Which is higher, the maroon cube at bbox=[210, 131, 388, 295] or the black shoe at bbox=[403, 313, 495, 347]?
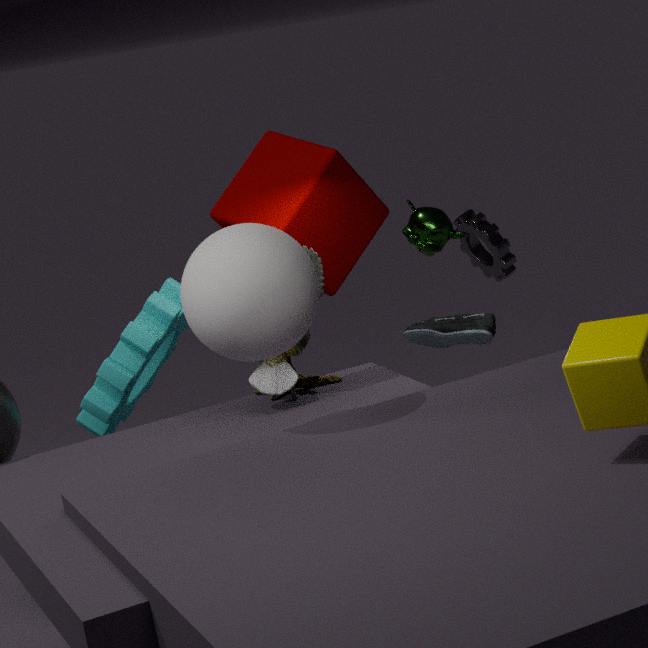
the maroon cube at bbox=[210, 131, 388, 295]
